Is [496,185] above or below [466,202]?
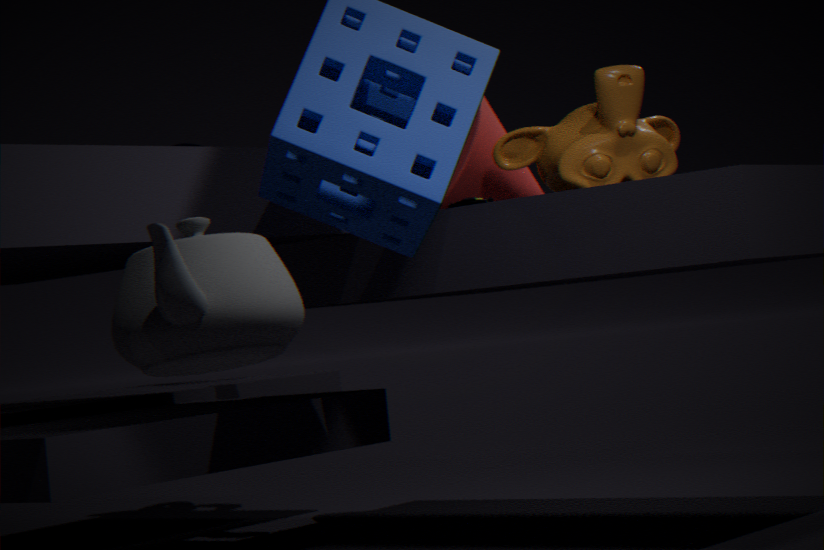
above
